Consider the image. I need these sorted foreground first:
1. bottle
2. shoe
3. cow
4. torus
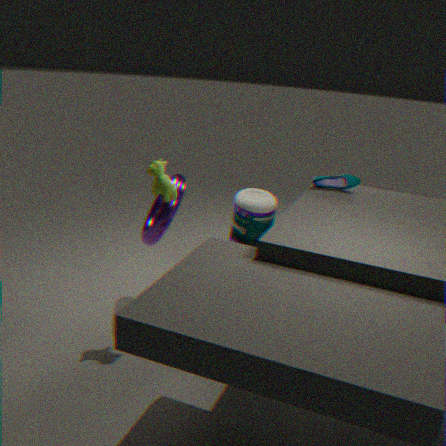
1. cow
2. torus
3. bottle
4. shoe
